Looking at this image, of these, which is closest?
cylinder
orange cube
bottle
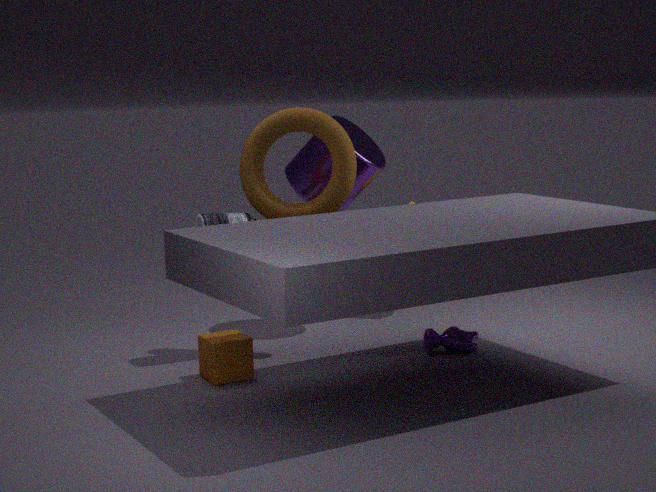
orange cube
